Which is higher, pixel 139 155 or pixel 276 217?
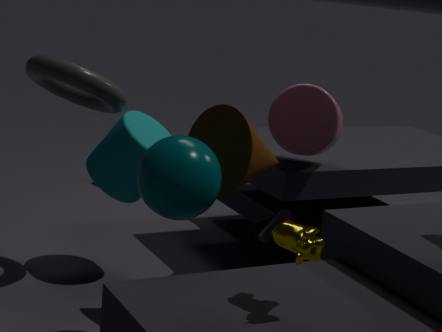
pixel 139 155
